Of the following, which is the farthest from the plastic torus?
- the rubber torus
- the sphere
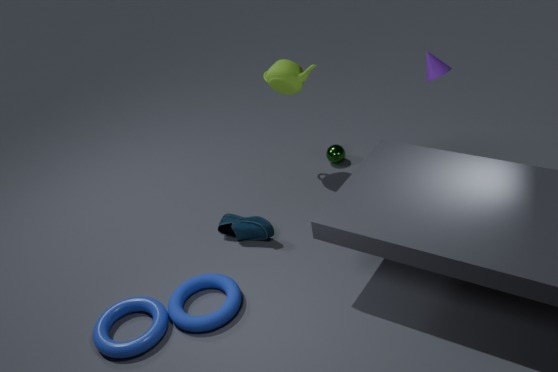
the sphere
